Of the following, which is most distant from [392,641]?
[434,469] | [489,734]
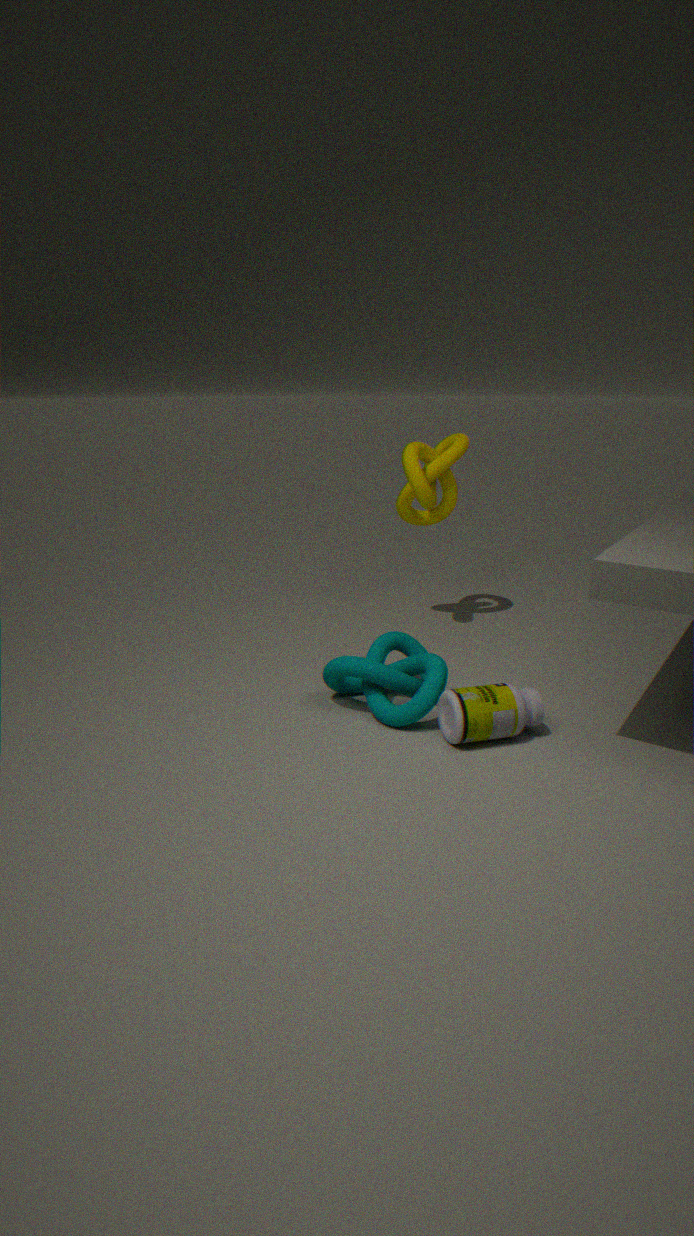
[434,469]
